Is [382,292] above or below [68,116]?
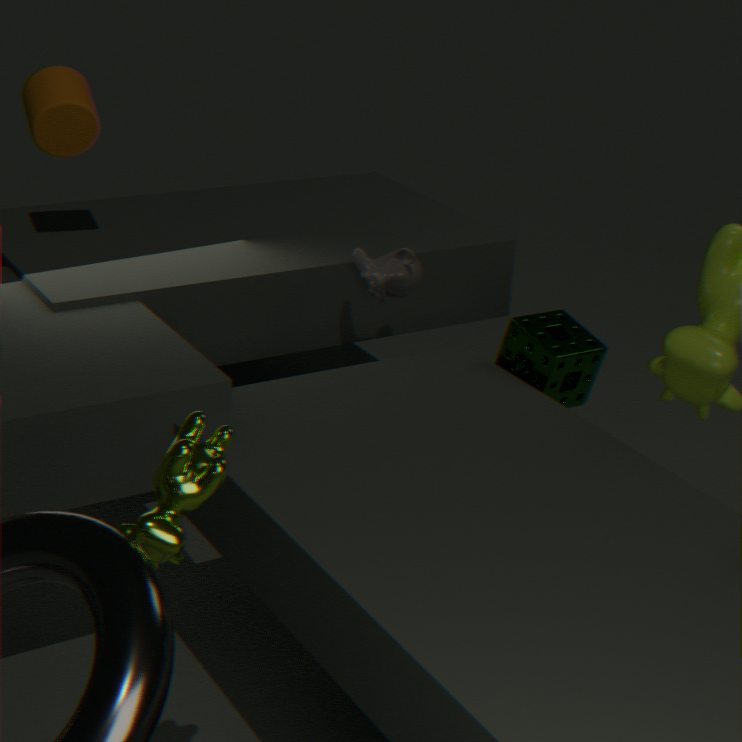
below
